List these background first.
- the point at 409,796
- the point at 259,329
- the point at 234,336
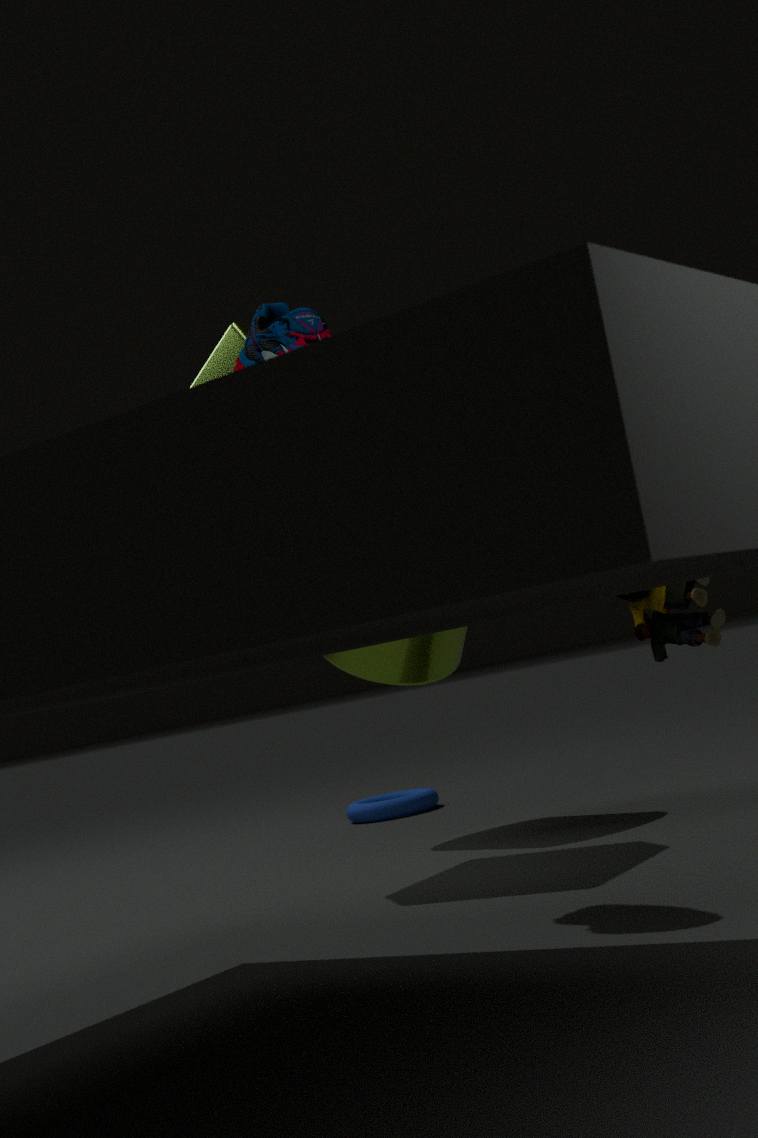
the point at 409,796, the point at 234,336, the point at 259,329
